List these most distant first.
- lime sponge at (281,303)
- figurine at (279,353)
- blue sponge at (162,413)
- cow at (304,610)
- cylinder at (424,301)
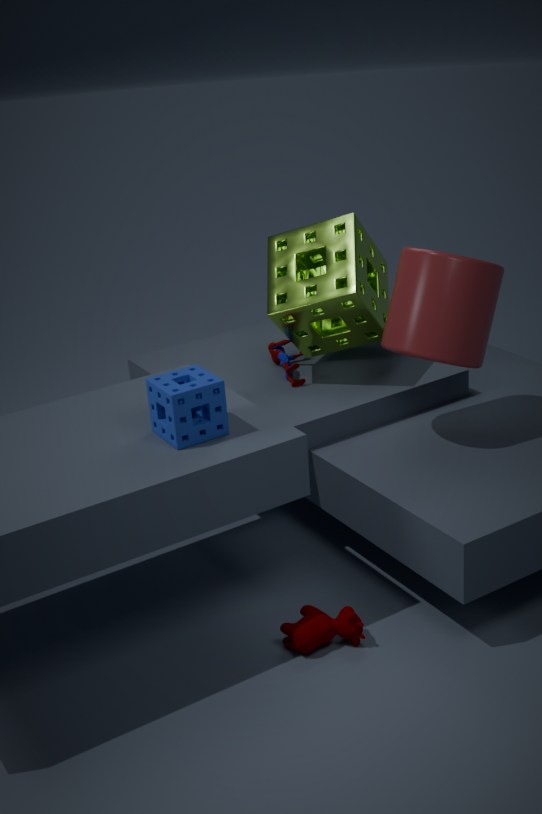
figurine at (279,353) < lime sponge at (281,303) < cylinder at (424,301) < cow at (304,610) < blue sponge at (162,413)
